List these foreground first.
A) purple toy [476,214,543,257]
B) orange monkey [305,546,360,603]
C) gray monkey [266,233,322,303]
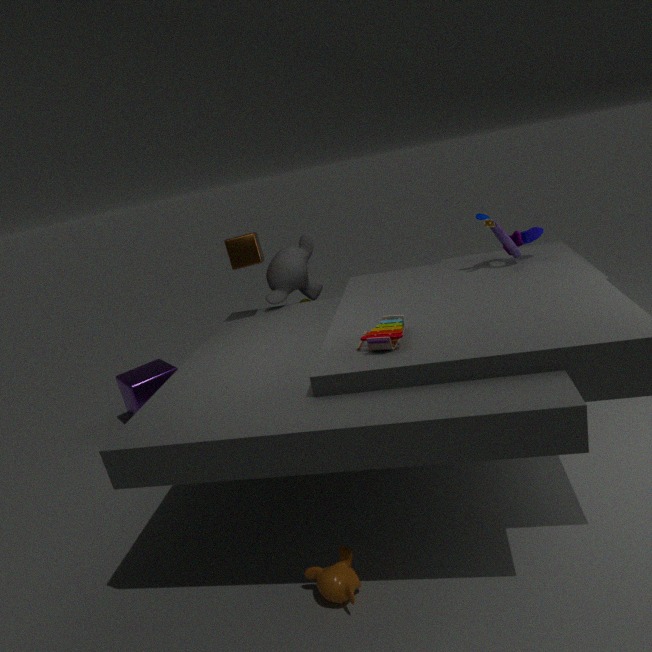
1. orange monkey [305,546,360,603]
2. purple toy [476,214,543,257]
3. gray monkey [266,233,322,303]
